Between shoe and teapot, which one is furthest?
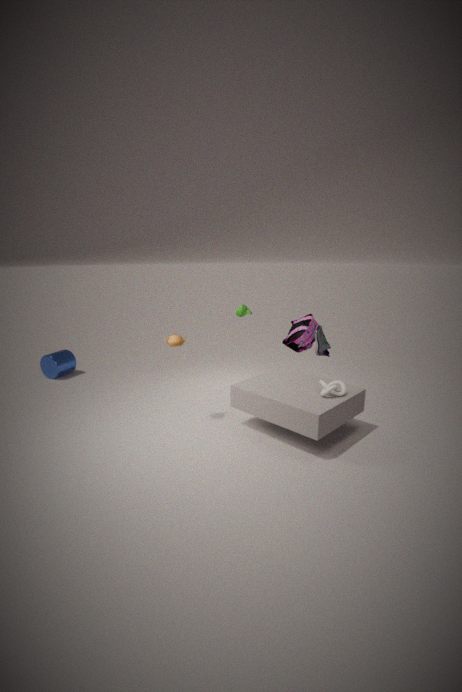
shoe
